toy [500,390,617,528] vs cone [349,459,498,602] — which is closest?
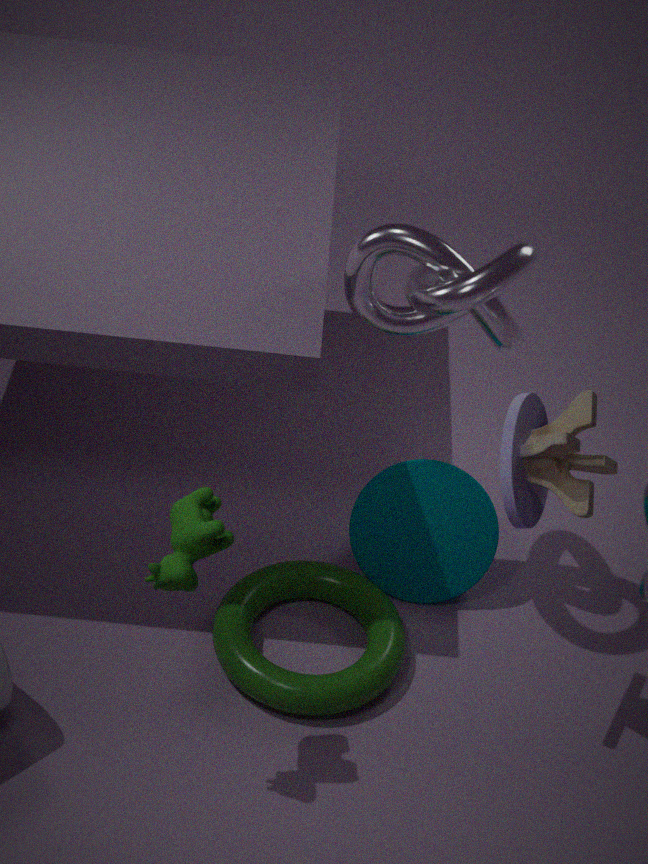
toy [500,390,617,528]
